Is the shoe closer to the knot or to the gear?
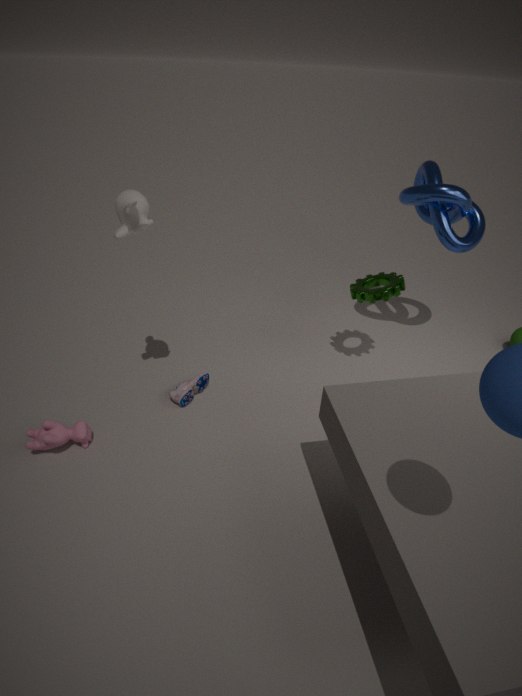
the gear
